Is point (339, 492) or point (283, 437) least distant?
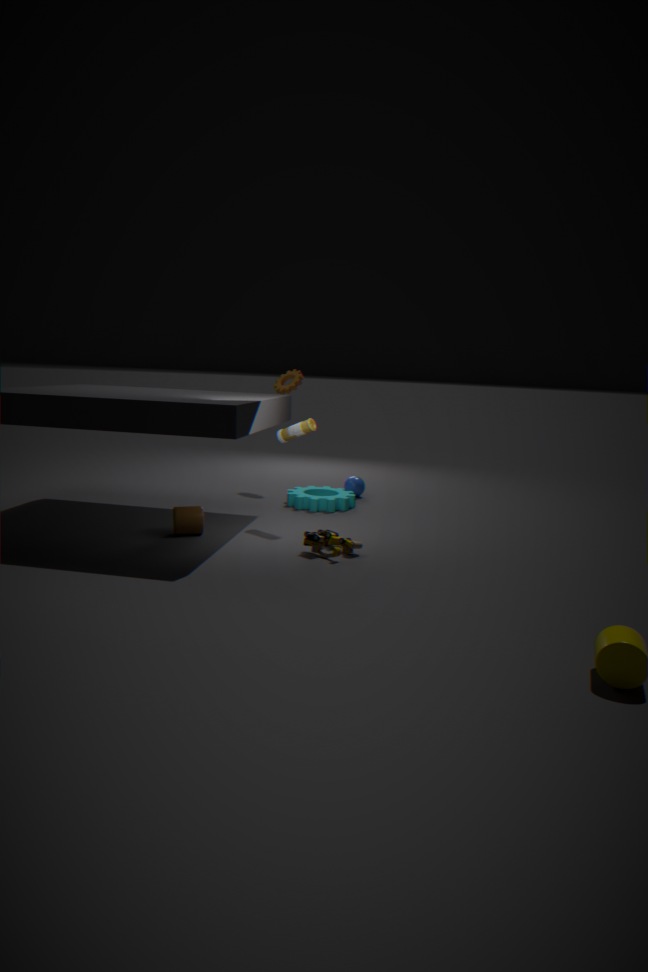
point (283, 437)
